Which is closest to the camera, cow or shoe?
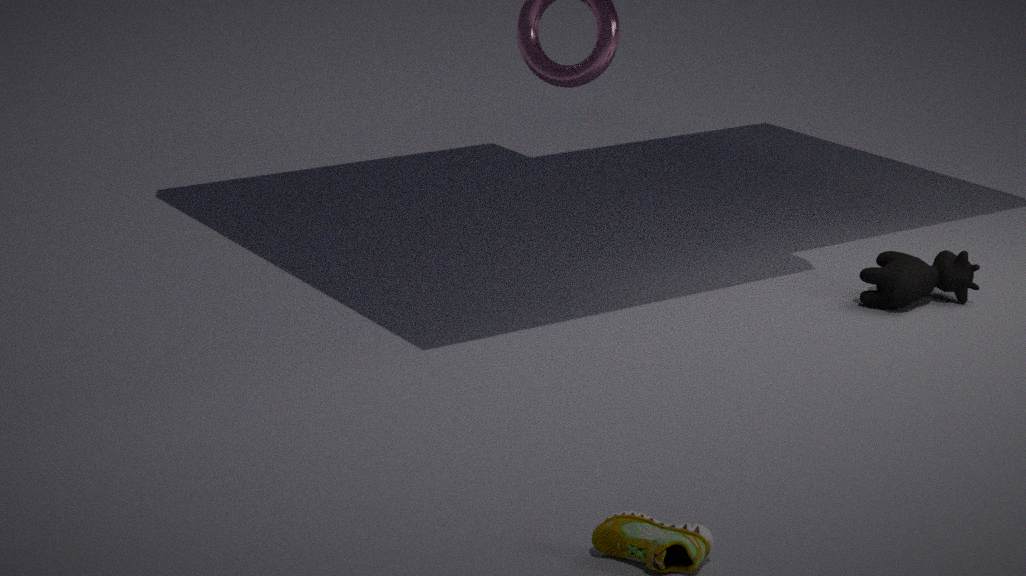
shoe
